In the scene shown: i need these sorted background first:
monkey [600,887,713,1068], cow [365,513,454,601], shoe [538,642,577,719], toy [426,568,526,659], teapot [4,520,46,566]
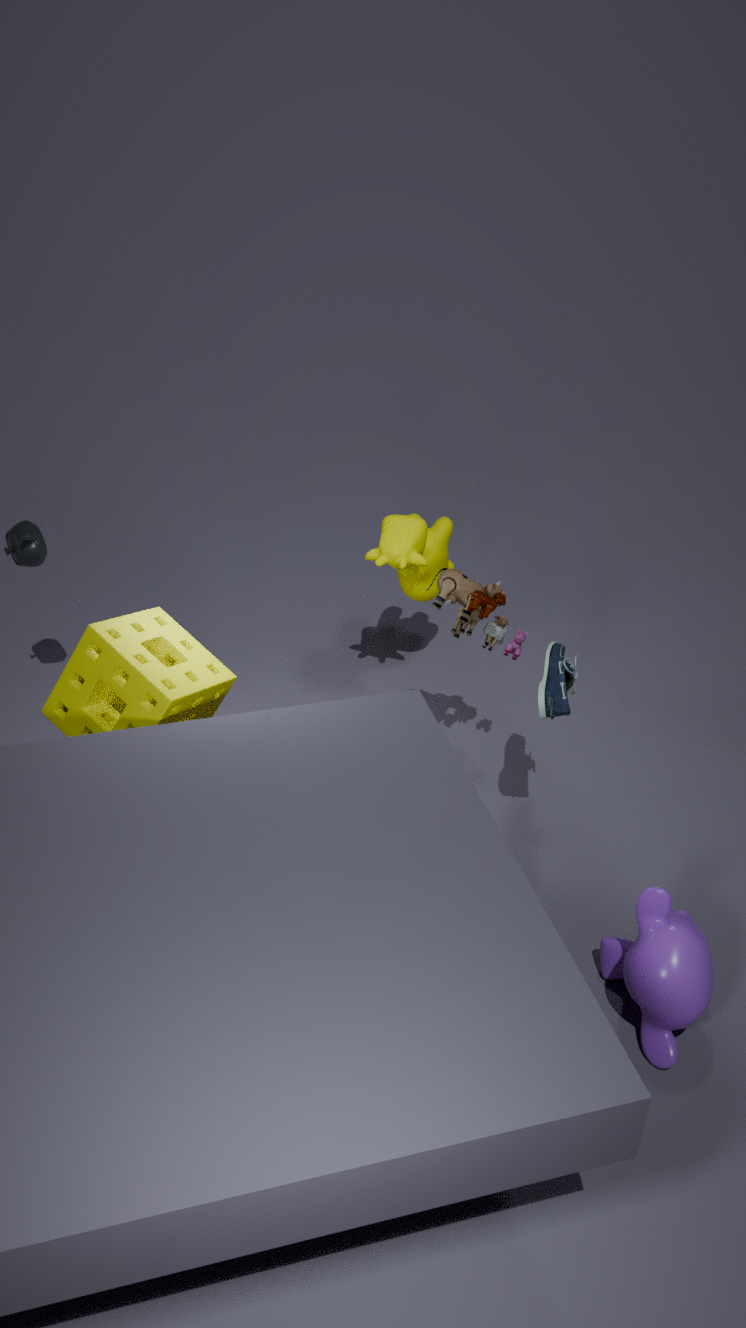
Result: cow [365,513,454,601] < teapot [4,520,46,566] < toy [426,568,526,659] < shoe [538,642,577,719] < monkey [600,887,713,1068]
